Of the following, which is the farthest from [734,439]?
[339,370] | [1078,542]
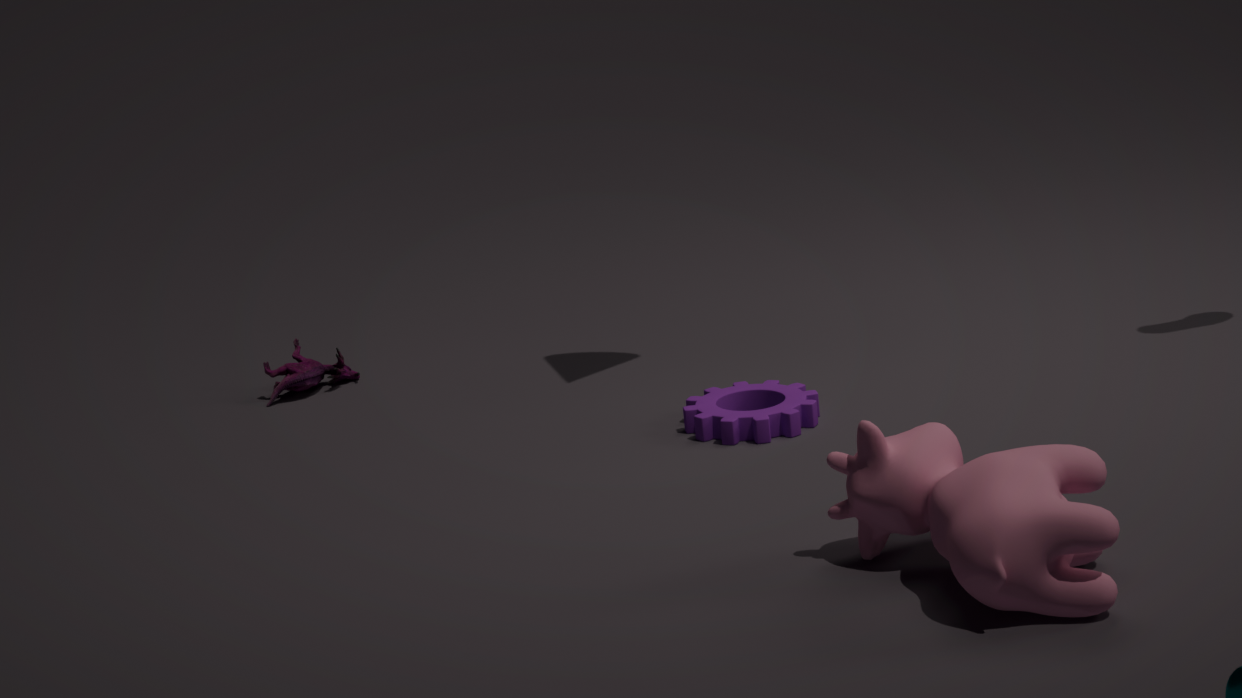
[339,370]
